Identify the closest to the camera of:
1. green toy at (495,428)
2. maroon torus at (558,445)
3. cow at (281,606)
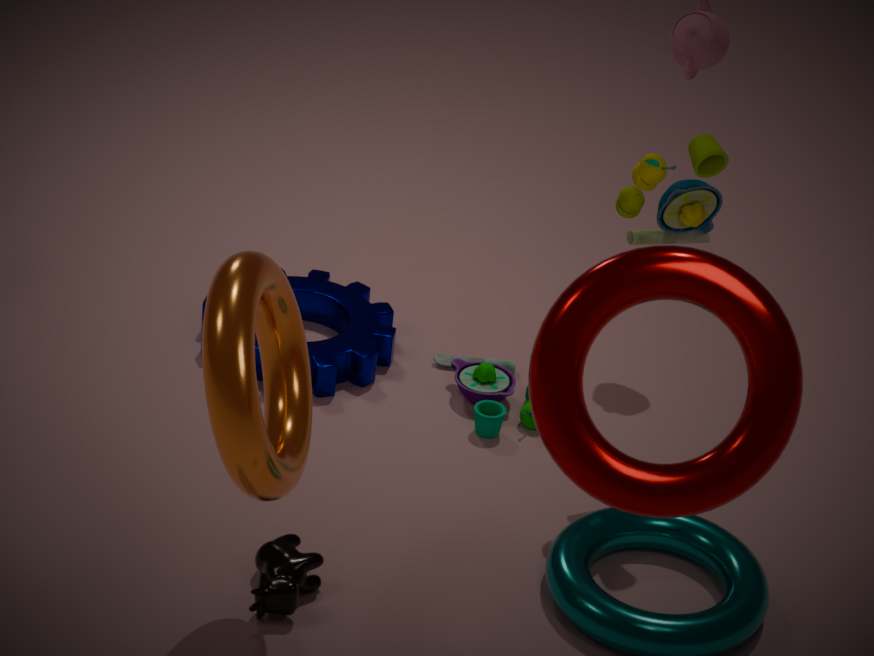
maroon torus at (558,445)
